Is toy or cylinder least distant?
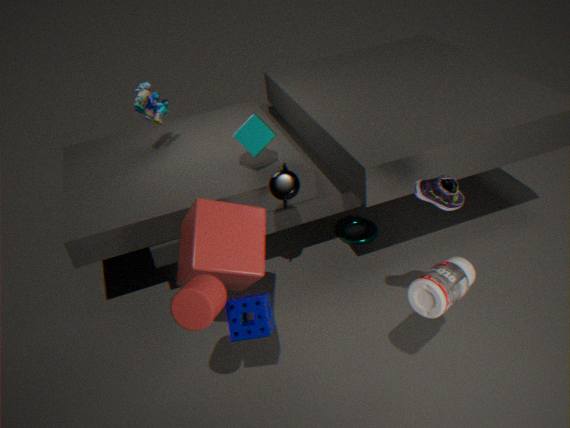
cylinder
